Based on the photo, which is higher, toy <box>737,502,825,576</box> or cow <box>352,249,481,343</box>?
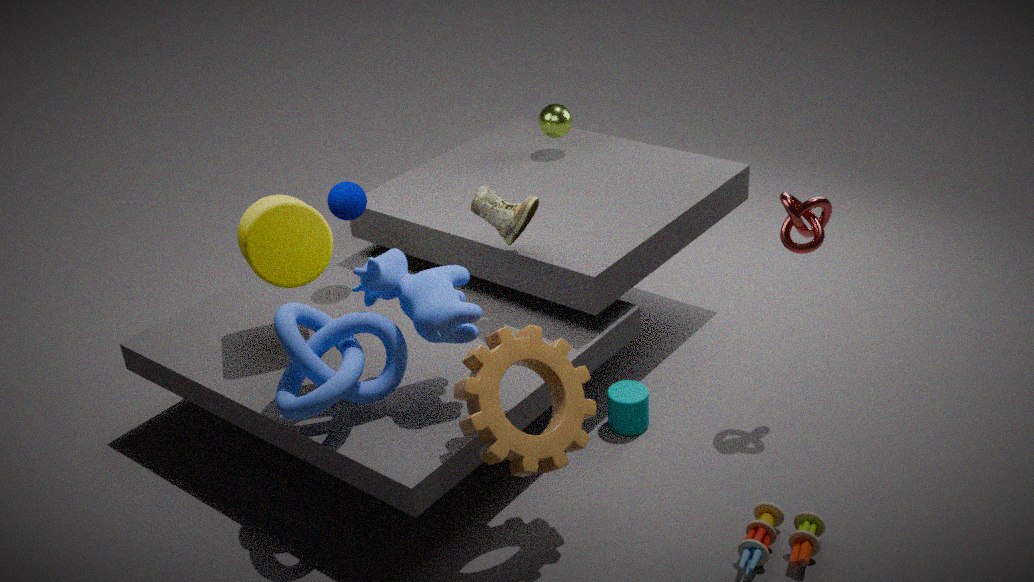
cow <box>352,249,481,343</box>
